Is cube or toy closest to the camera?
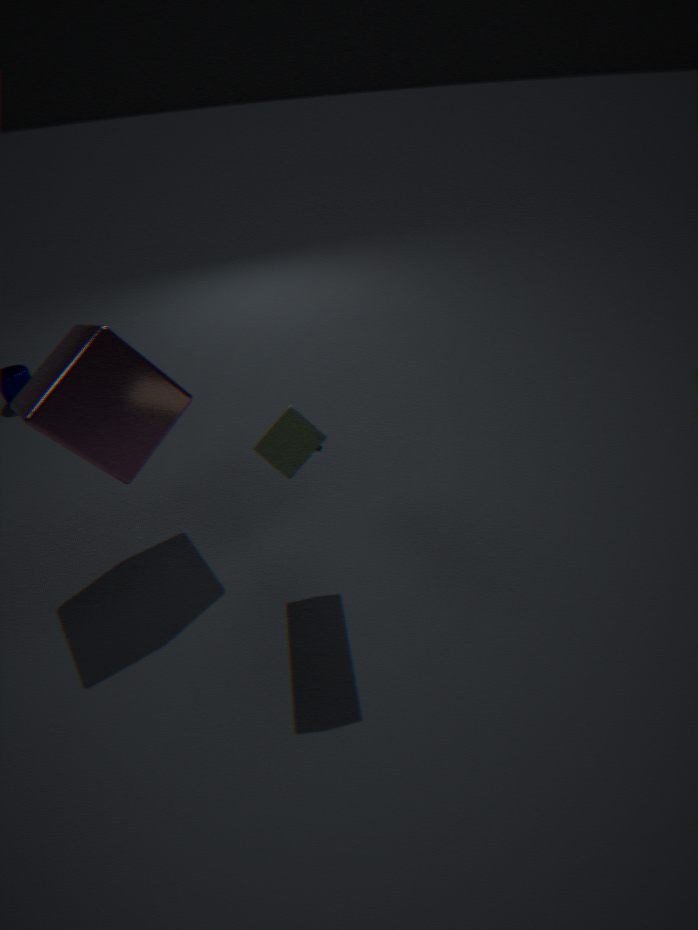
toy
